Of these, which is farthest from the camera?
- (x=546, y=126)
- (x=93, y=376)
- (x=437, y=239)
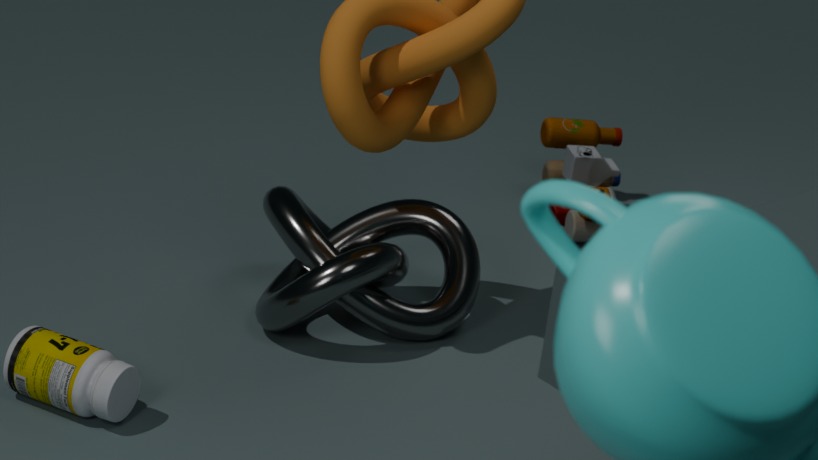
(x=546, y=126)
